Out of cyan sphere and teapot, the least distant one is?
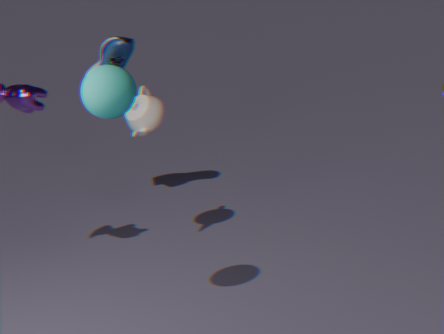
cyan sphere
